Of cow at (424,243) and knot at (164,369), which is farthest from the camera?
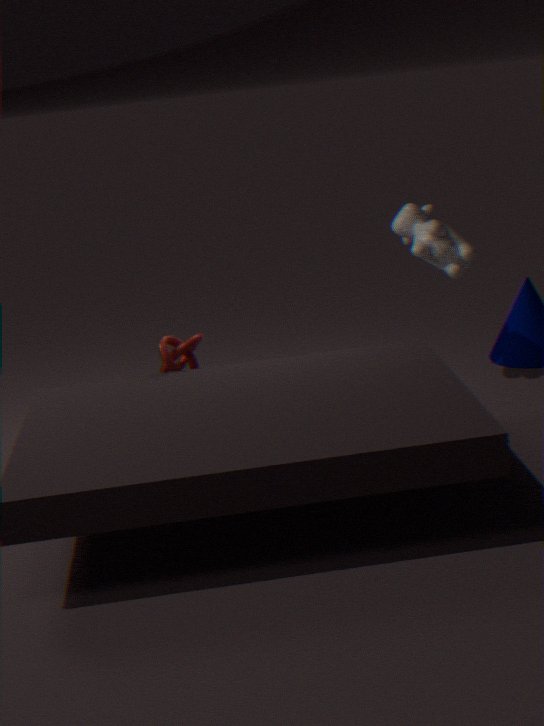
cow at (424,243)
